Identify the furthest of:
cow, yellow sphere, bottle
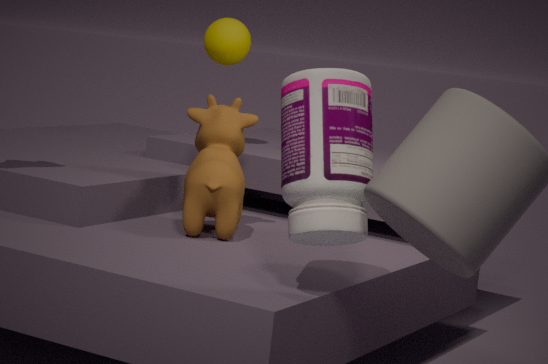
yellow sphere
